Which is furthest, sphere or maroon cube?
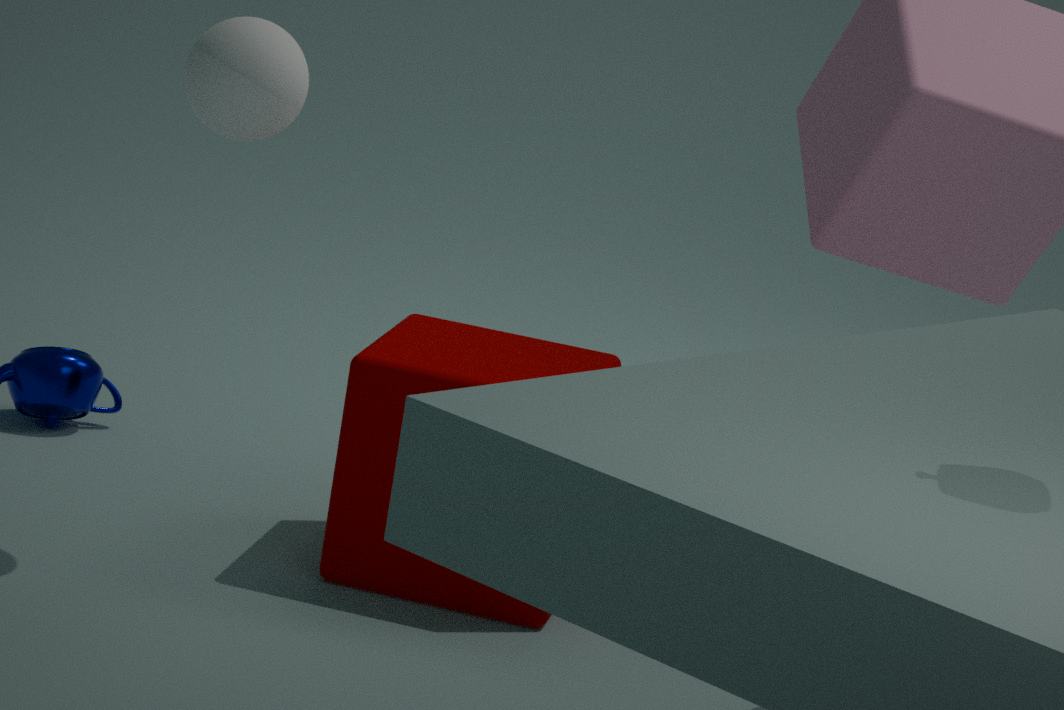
maroon cube
